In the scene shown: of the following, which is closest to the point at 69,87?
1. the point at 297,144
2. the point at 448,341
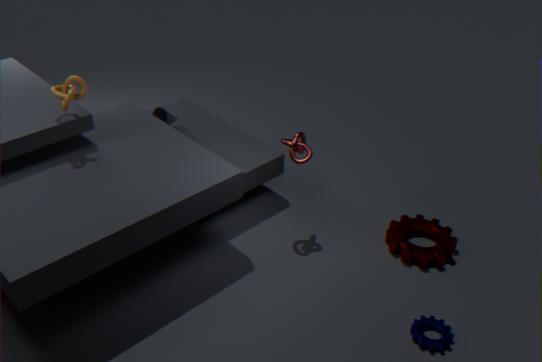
the point at 297,144
